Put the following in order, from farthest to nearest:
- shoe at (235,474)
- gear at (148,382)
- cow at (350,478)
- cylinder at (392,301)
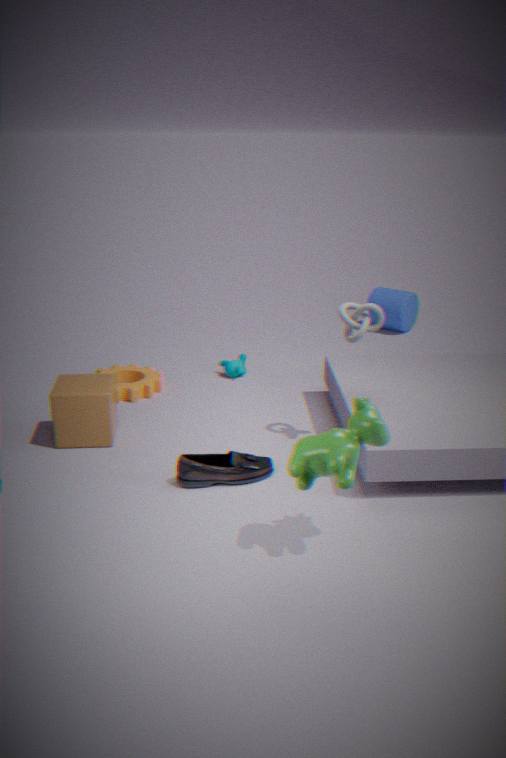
cylinder at (392,301)
gear at (148,382)
shoe at (235,474)
cow at (350,478)
